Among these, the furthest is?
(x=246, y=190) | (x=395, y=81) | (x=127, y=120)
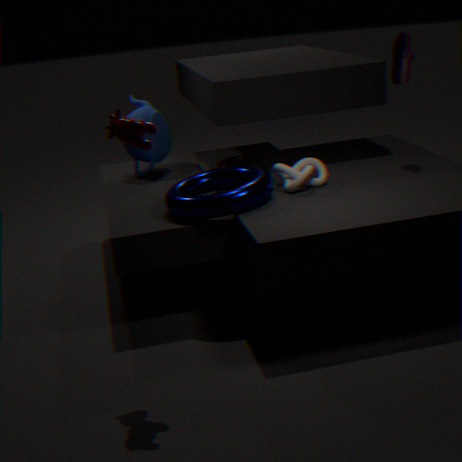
(x=395, y=81)
